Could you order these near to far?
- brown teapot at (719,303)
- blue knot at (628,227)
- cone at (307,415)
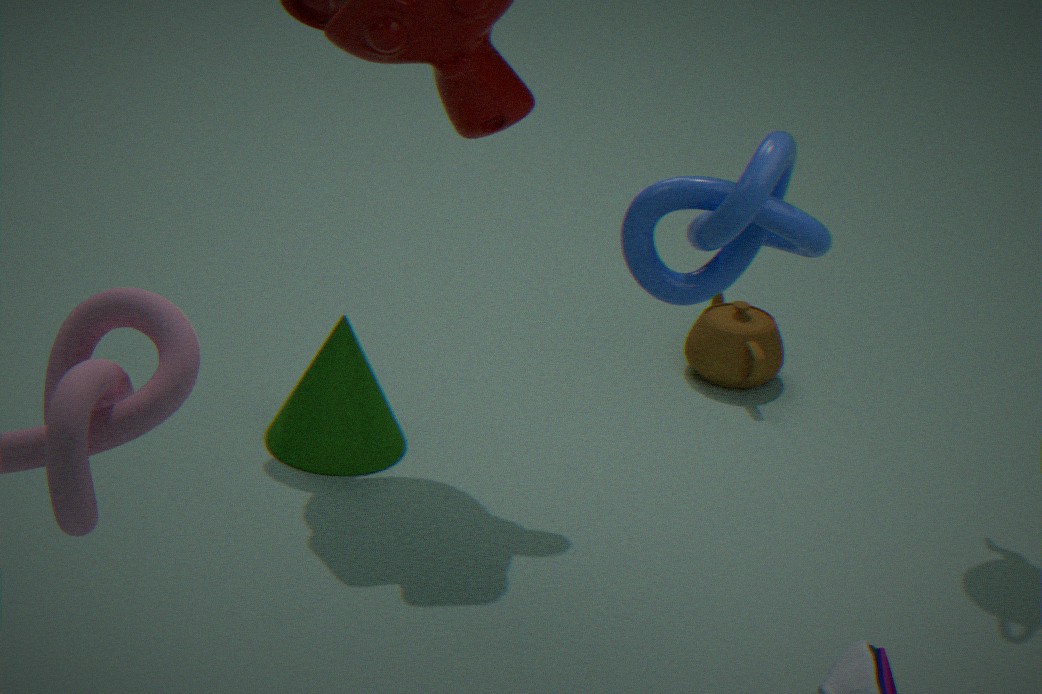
blue knot at (628,227) → cone at (307,415) → brown teapot at (719,303)
